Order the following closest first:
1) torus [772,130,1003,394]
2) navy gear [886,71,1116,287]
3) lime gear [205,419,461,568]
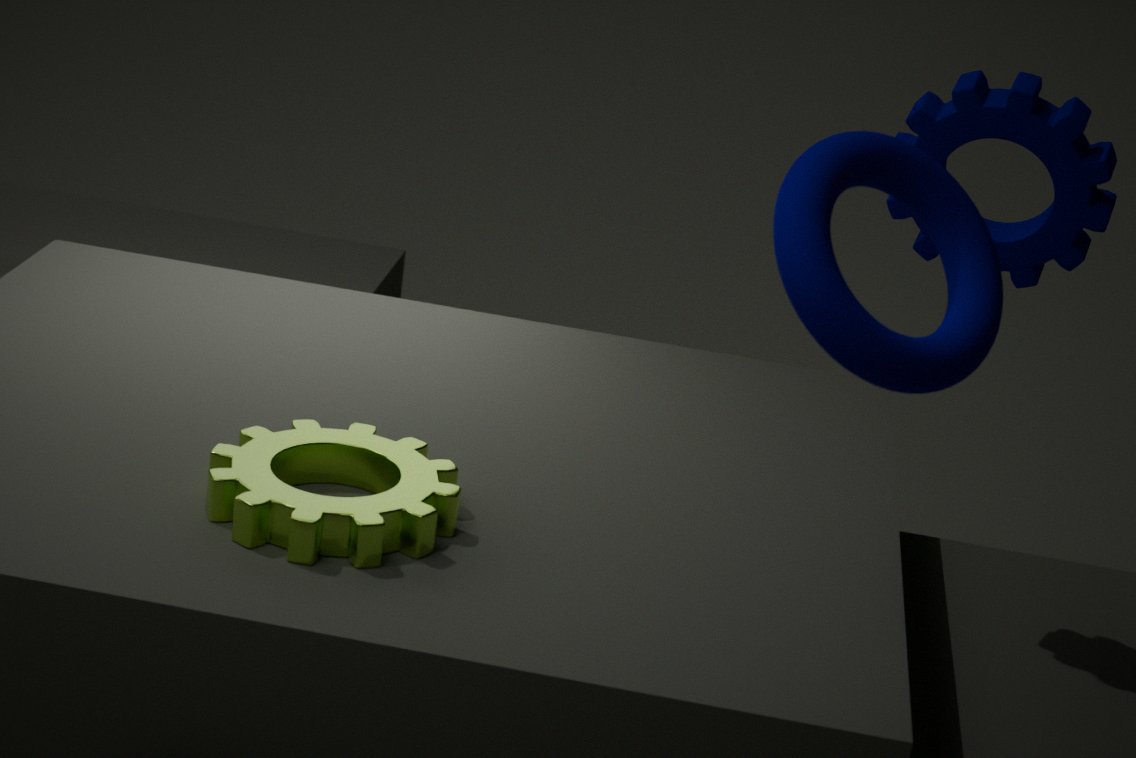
1. 1
2. 3
3. 2
